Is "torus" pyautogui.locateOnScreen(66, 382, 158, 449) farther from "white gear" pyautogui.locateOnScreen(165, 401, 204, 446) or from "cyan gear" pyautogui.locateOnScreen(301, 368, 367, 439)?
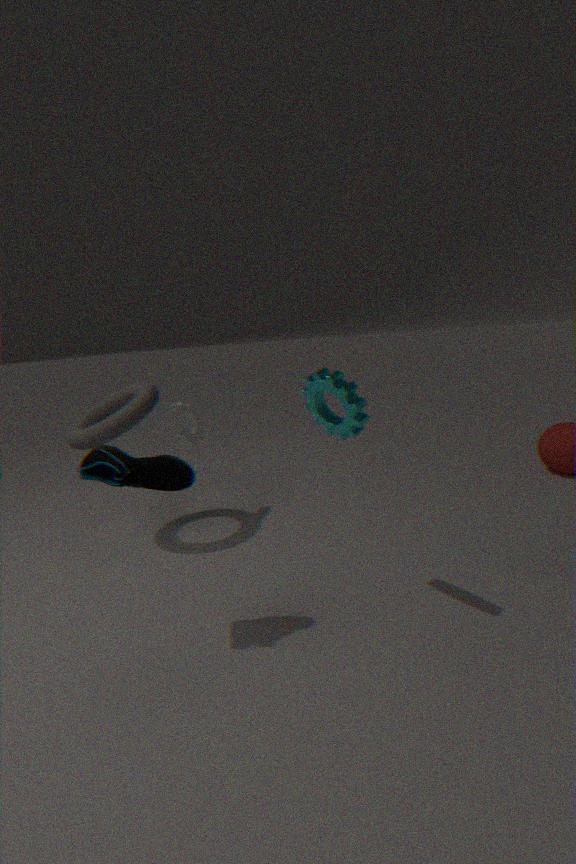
"cyan gear" pyautogui.locateOnScreen(301, 368, 367, 439)
